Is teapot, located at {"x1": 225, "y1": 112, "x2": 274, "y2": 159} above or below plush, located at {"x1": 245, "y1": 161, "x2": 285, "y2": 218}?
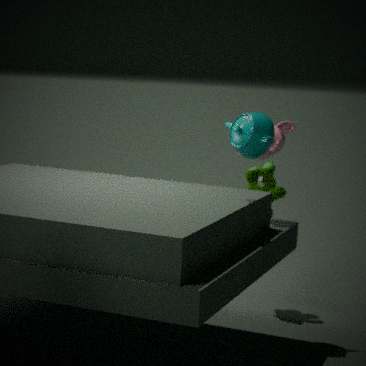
above
